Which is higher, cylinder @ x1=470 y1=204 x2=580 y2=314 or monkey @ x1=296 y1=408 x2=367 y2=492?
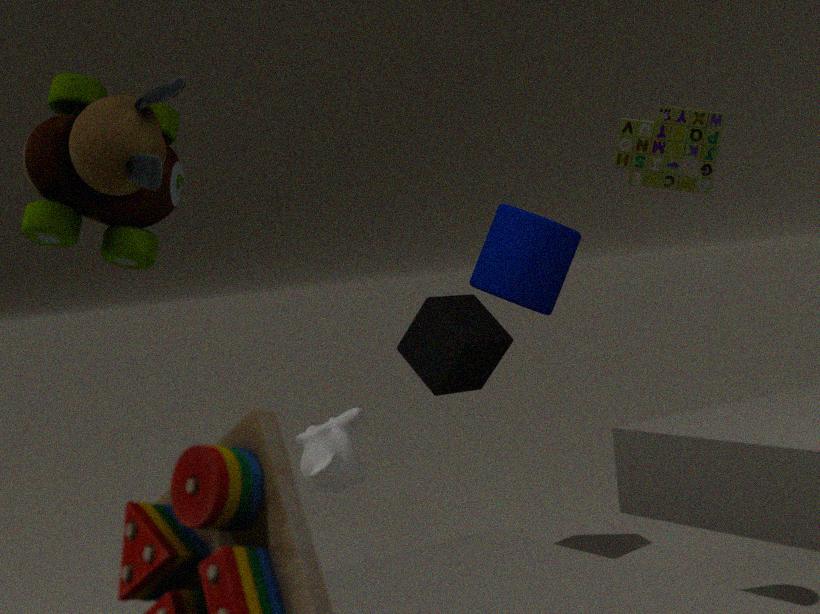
cylinder @ x1=470 y1=204 x2=580 y2=314
